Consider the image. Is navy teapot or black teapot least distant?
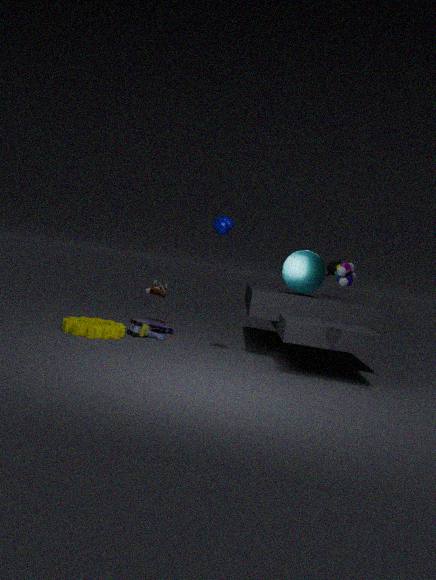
navy teapot
